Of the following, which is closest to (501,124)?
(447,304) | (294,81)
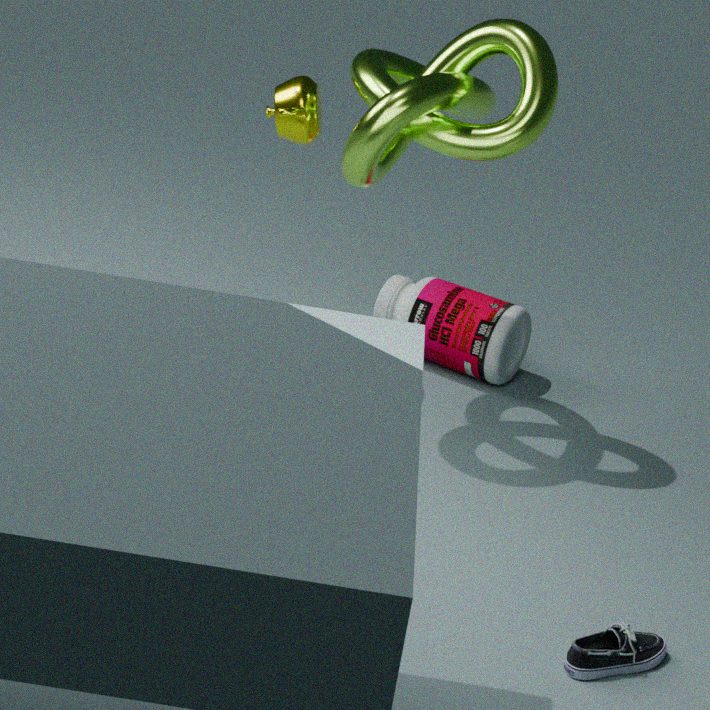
(294,81)
